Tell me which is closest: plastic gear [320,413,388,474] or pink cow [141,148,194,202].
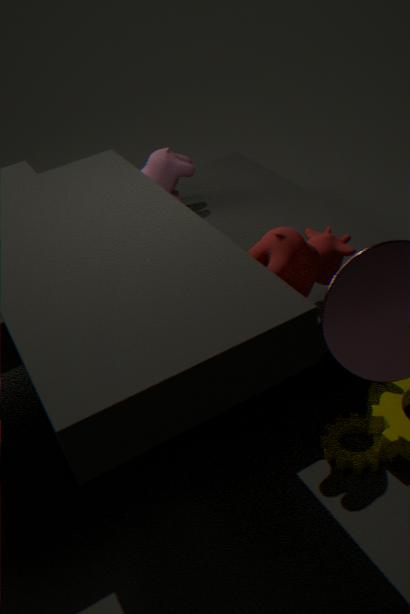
plastic gear [320,413,388,474]
